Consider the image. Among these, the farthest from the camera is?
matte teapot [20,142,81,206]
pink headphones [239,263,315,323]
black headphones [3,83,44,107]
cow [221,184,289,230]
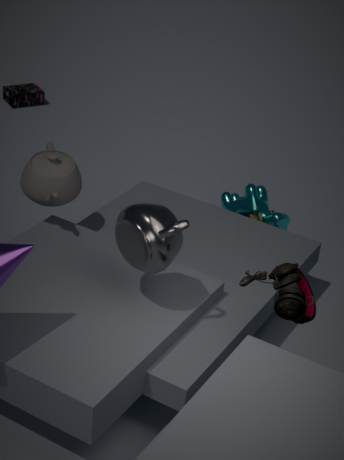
black headphones [3,83,44,107]
